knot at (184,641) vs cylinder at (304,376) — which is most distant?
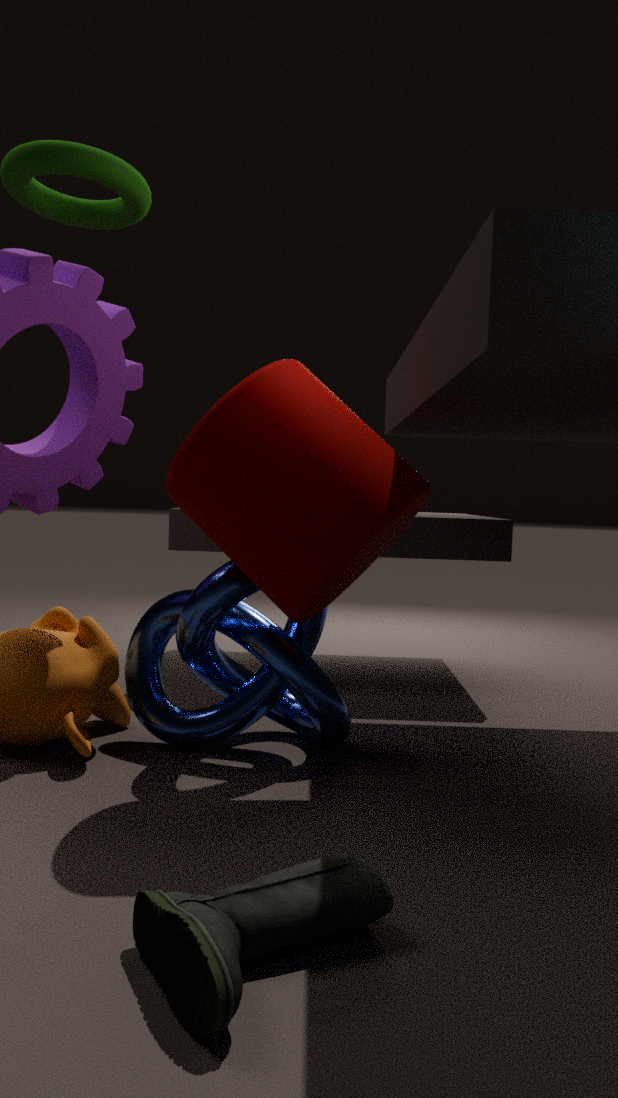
knot at (184,641)
